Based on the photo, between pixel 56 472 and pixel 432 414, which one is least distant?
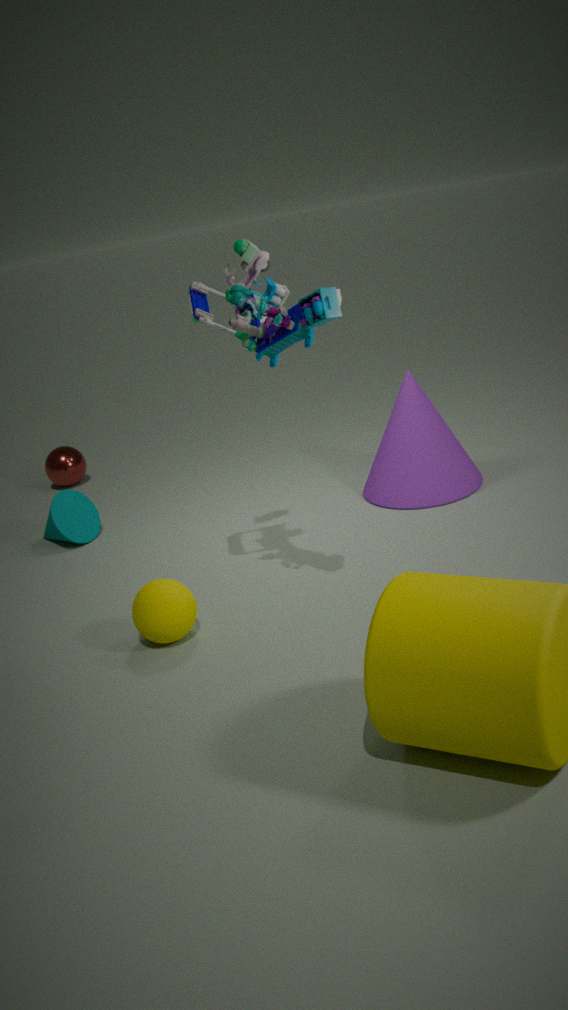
pixel 432 414
